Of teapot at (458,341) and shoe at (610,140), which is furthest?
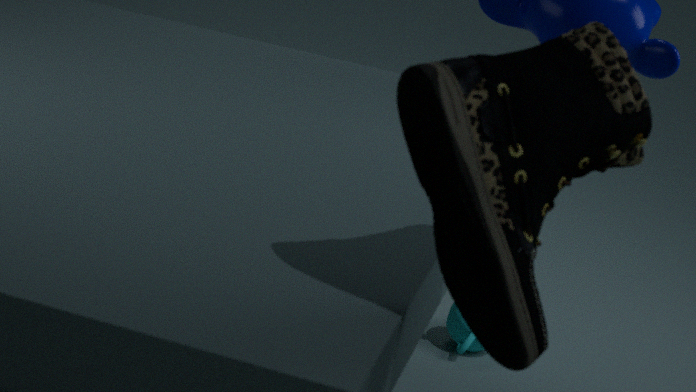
teapot at (458,341)
